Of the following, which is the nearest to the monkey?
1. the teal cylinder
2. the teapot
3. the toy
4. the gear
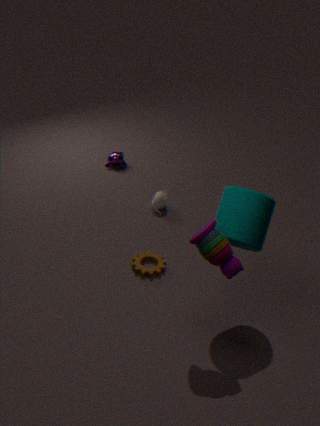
the teapot
